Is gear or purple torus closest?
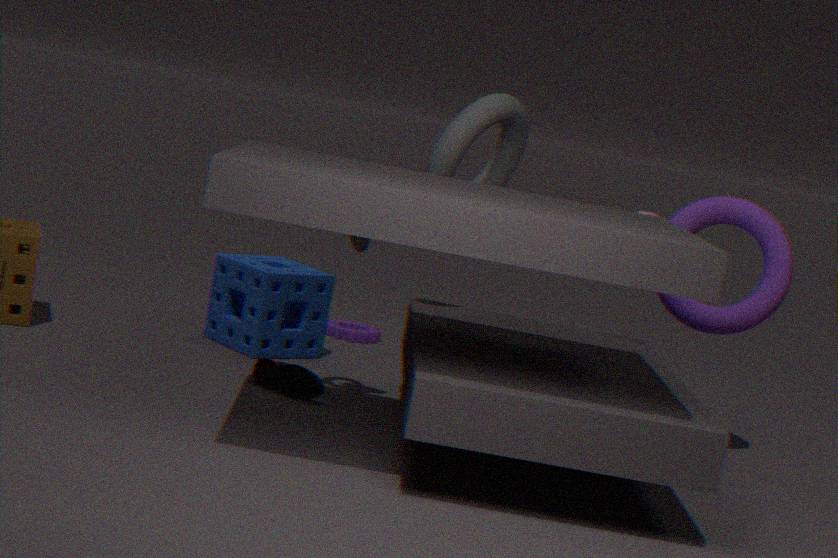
purple torus
